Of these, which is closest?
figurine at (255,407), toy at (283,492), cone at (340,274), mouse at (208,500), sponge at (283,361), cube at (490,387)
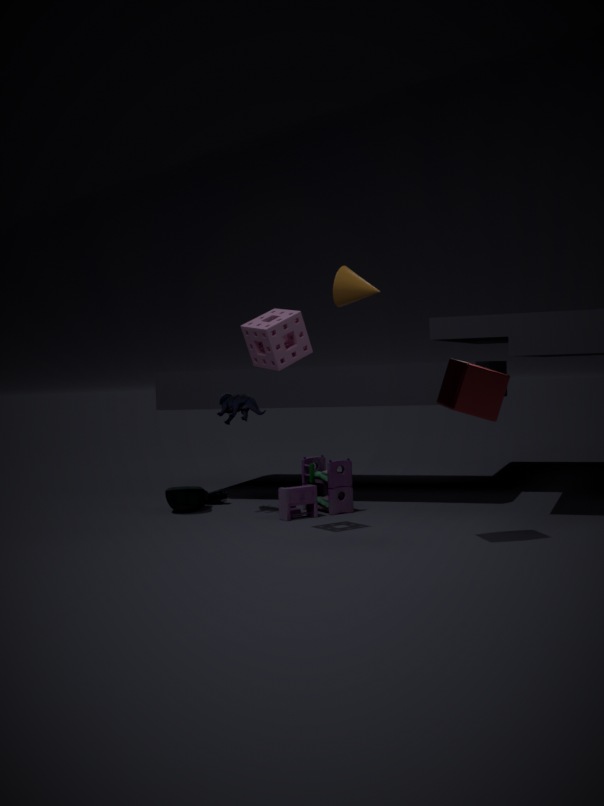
cube at (490,387)
